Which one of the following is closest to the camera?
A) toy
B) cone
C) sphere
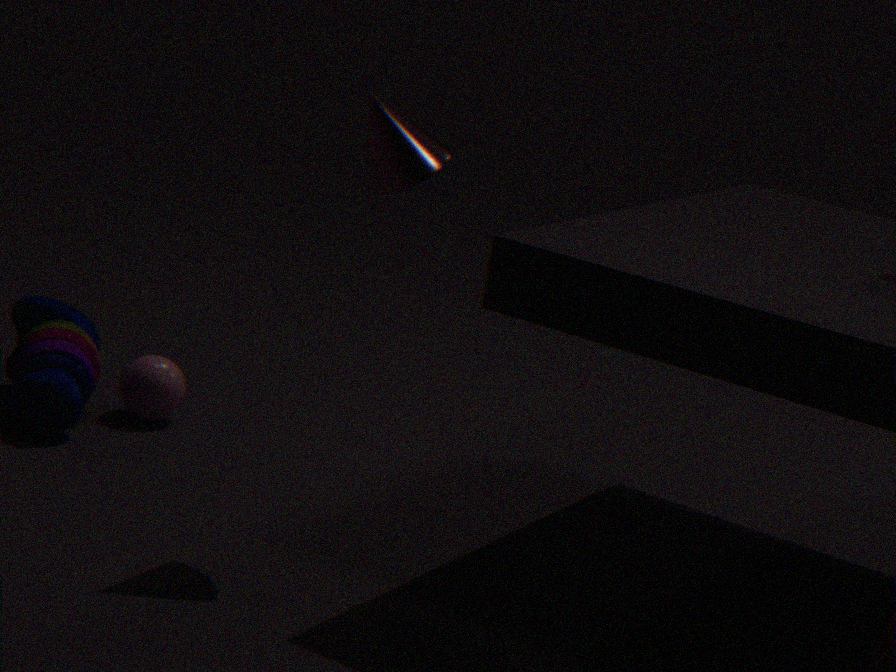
cone
